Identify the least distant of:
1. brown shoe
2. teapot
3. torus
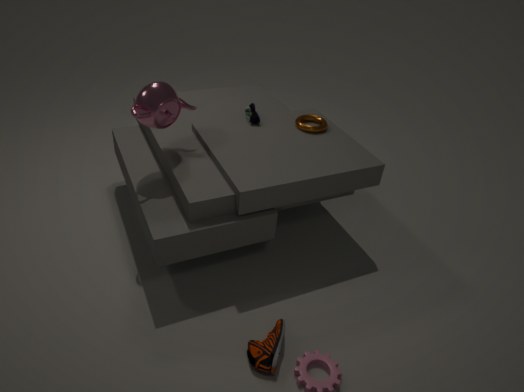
brown shoe
